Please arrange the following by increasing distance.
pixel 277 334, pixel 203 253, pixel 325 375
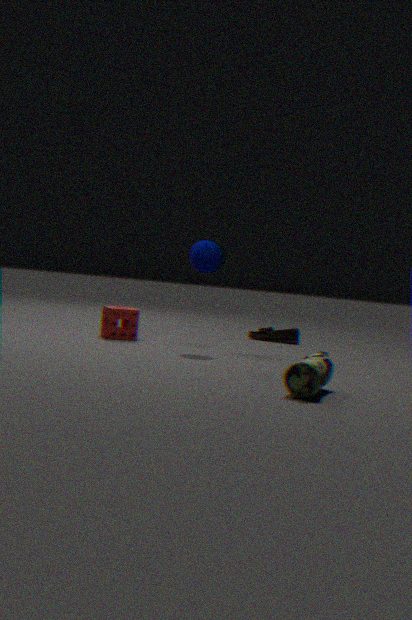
pixel 325 375 → pixel 203 253 → pixel 277 334
